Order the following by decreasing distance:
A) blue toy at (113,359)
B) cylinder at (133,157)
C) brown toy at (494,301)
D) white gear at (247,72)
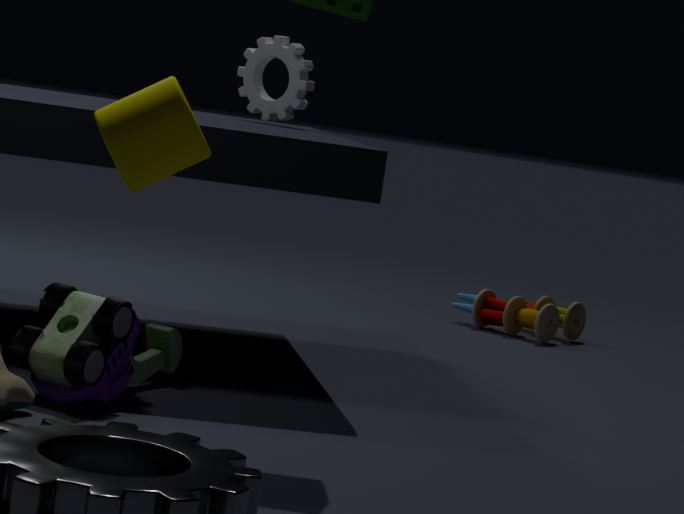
brown toy at (494,301) < white gear at (247,72) < blue toy at (113,359) < cylinder at (133,157)
